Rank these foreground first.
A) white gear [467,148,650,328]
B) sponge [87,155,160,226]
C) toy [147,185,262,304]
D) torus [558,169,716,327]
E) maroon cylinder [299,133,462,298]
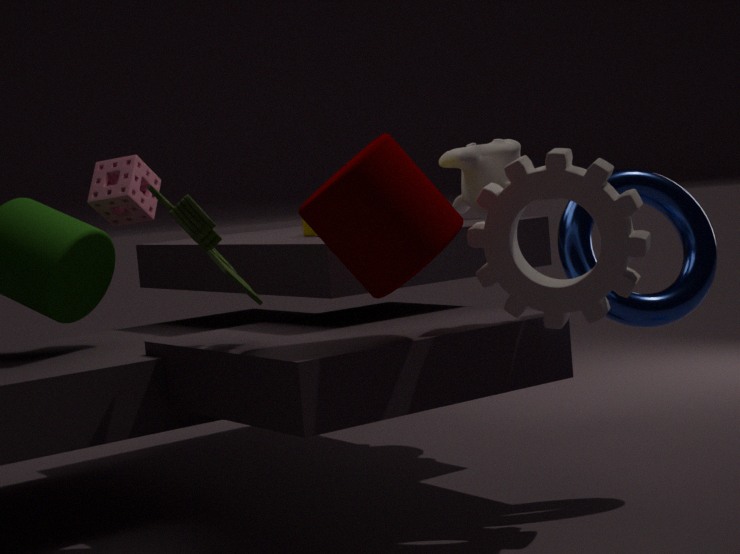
maroon cylinder [299,133,462,298] → toy [147,185,262,304] → white gear [467,148,650,328] → torus [558,169,716,327] → sponge [87,155,160,226]
